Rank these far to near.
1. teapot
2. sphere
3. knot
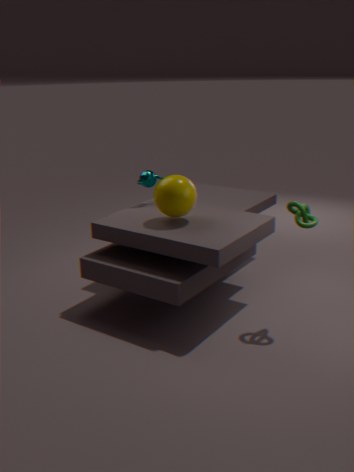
1. teapot
2. sphere
3. knot
